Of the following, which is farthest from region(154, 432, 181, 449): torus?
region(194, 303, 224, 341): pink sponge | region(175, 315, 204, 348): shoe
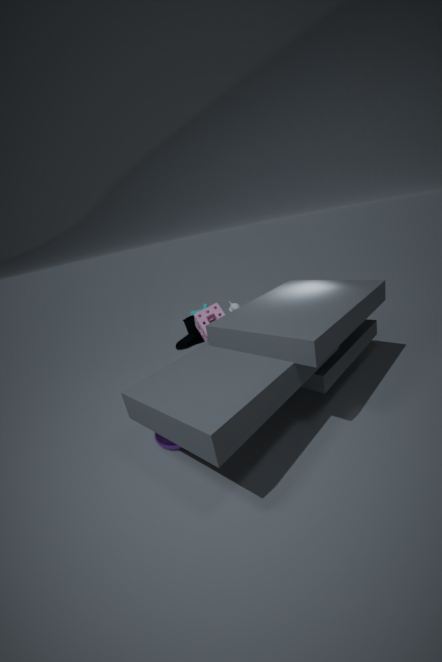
region(175, 315, 204, 348): shoe
